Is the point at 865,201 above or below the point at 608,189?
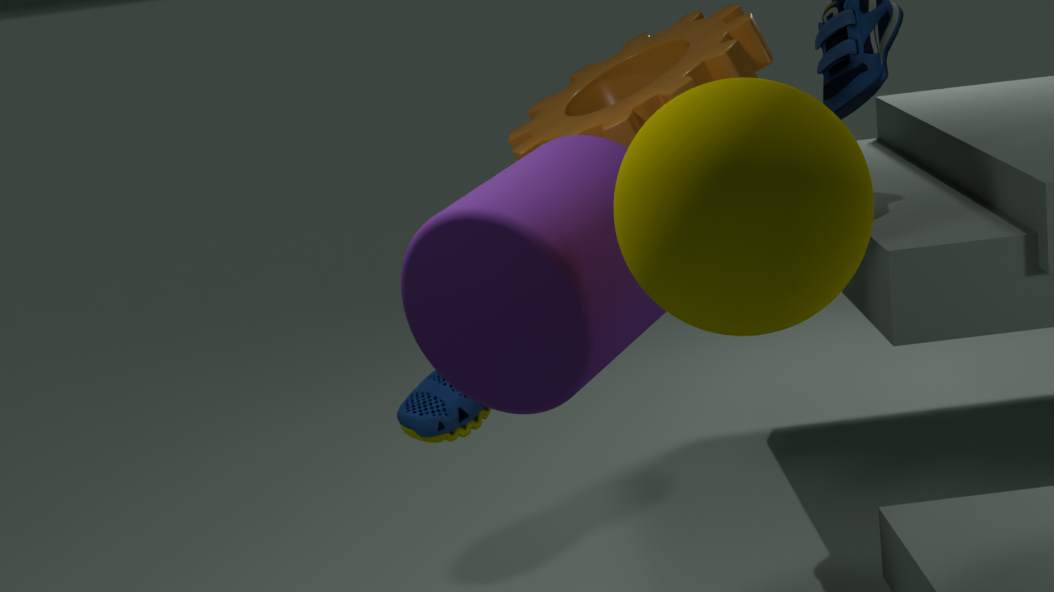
above
